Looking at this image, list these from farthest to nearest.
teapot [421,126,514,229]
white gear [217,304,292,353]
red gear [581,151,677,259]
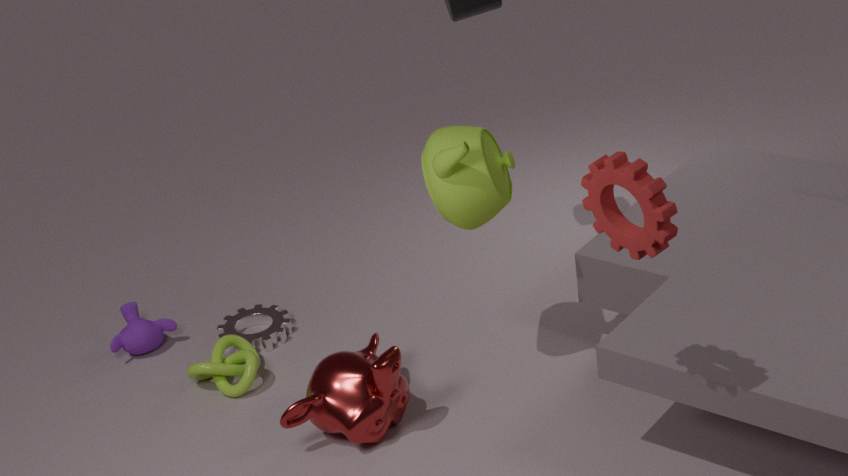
white gear [217,304,292,353] < teapot [421,126,514,229] < red gear [581,151,677,259]
